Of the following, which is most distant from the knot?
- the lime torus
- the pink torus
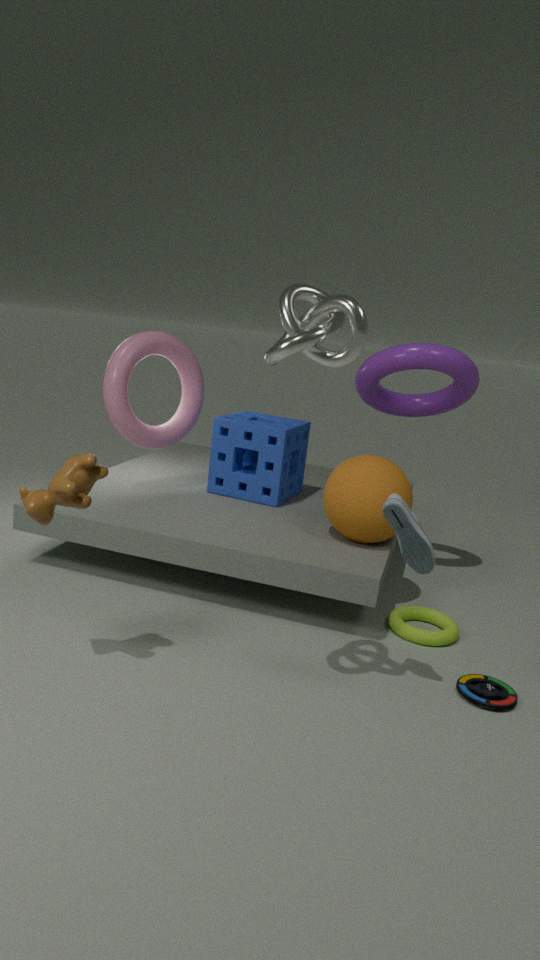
the pink torus
